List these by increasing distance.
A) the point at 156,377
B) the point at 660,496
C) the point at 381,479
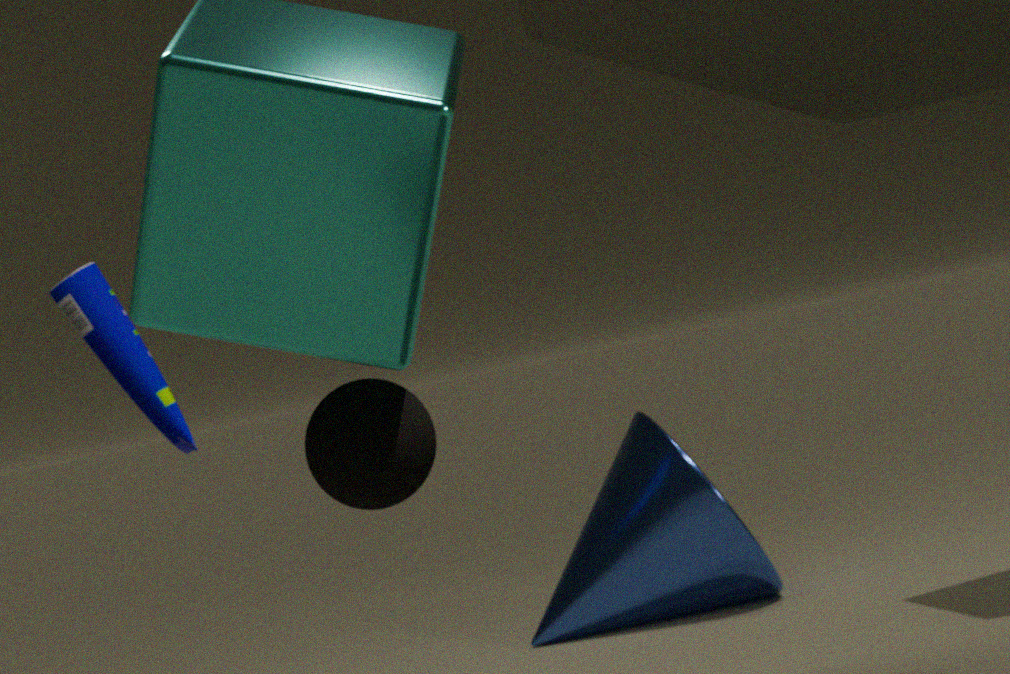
1. the point at 381,479
2. the point at 156,377
3. the point at 660,496
